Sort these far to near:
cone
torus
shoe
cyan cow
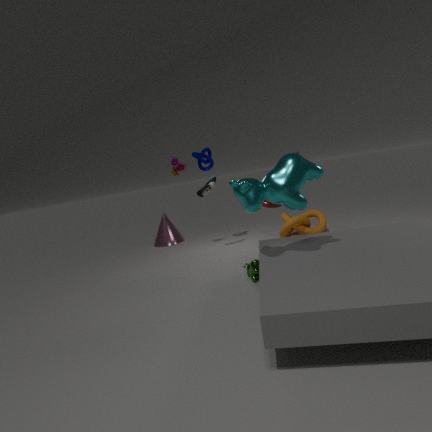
1. cone
2. shoe
3. torus
4. cyan cow
